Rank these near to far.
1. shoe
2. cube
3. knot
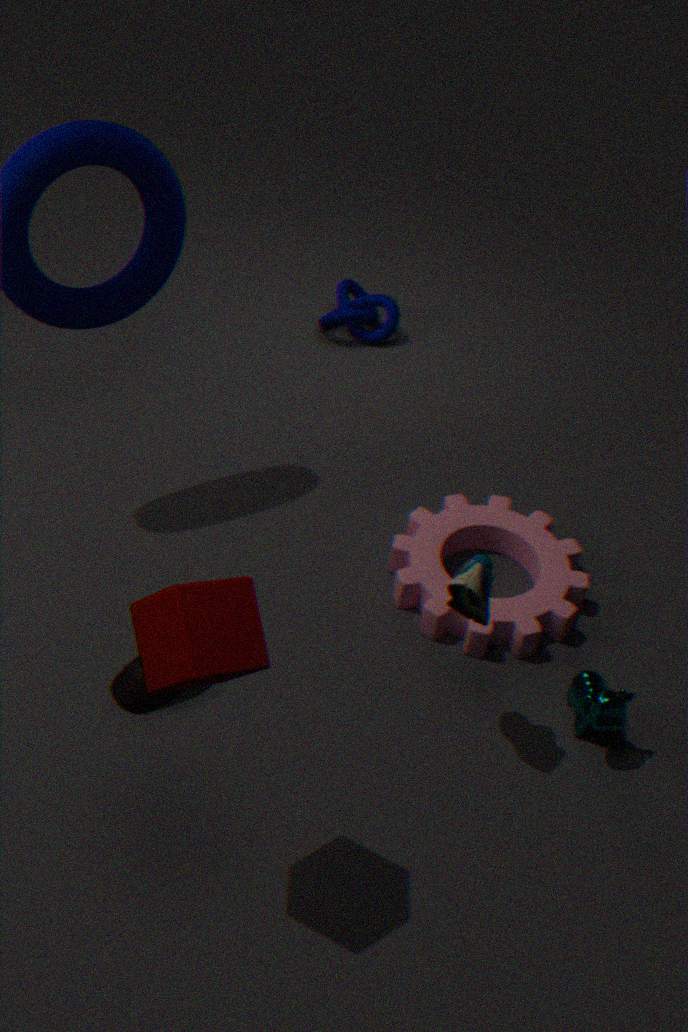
cube < shoe < knot
